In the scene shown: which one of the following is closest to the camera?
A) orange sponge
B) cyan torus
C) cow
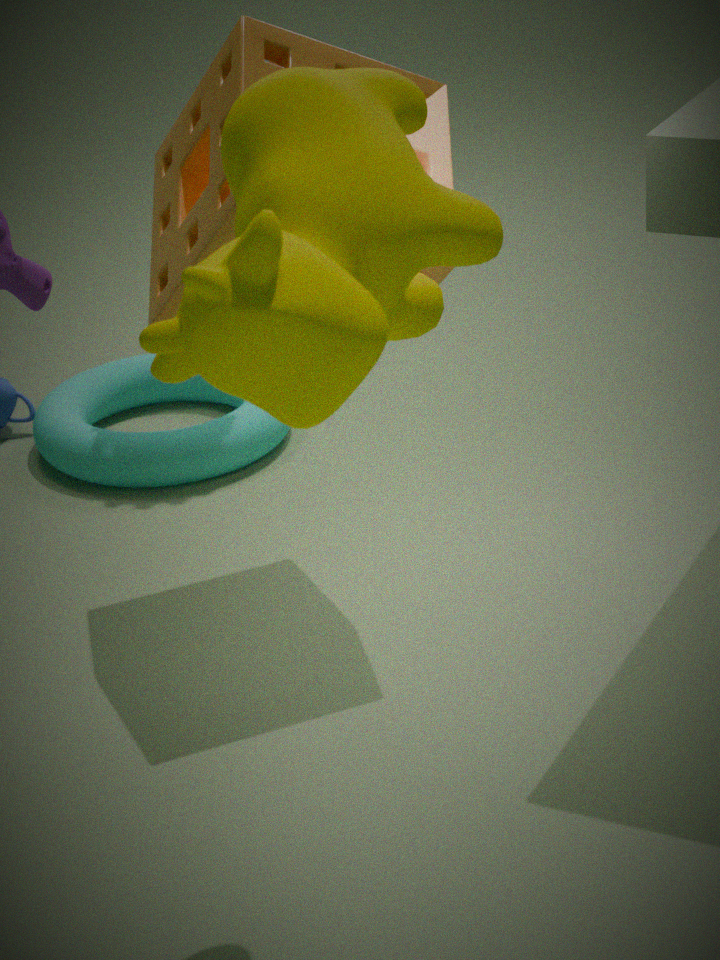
cow
